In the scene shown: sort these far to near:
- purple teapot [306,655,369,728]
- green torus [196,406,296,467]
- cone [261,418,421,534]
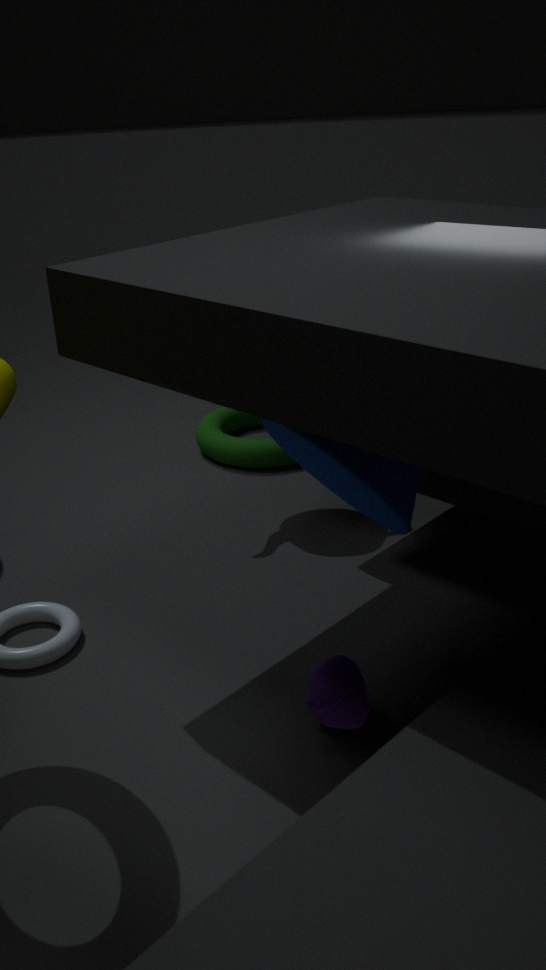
green torus [196,406,296,467], purple teapot [306,655,369,728], cone [261,418,421,534]
